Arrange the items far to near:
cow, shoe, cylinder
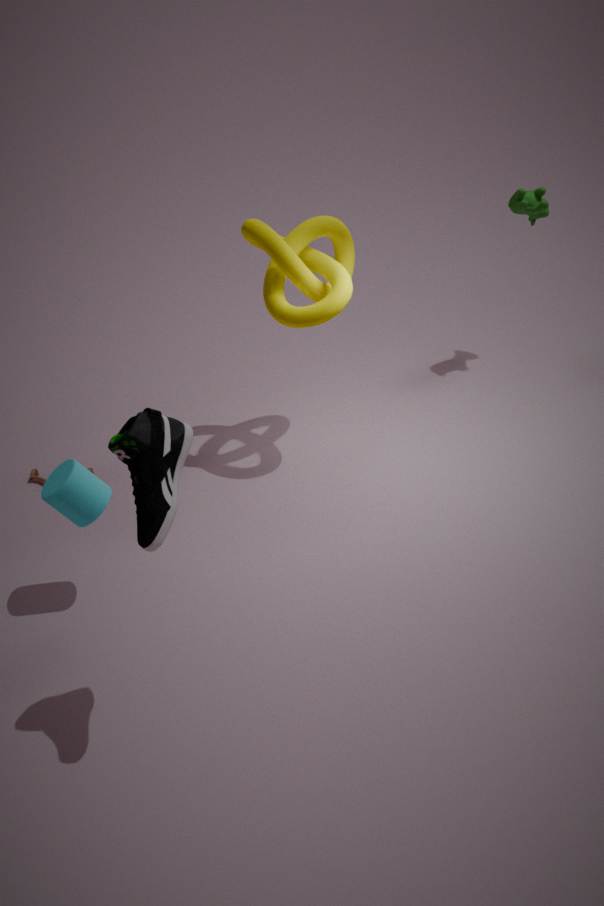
cow, cylinder, shoe
